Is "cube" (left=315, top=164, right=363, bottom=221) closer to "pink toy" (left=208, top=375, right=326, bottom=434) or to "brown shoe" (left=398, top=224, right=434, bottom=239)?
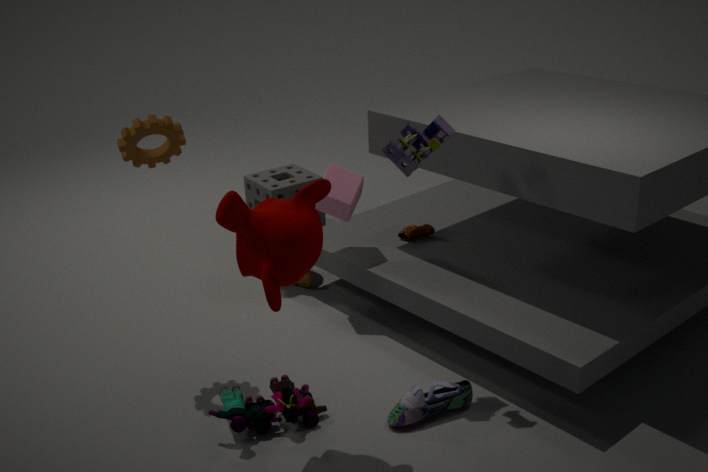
"brown shoe" (left=398, top=224, right=434, bottom=239)
